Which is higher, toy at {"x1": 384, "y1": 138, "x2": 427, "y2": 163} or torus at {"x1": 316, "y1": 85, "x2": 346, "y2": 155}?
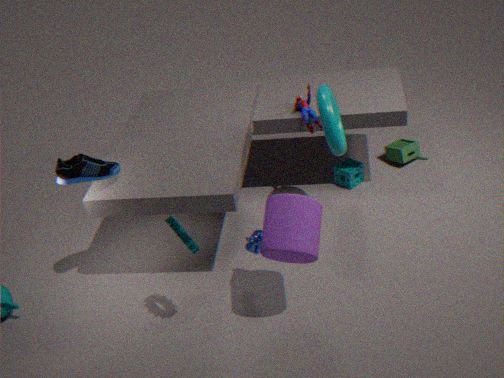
torus at {"x1": 316, "y1": 85, "x2": 346, "y2": 155}
